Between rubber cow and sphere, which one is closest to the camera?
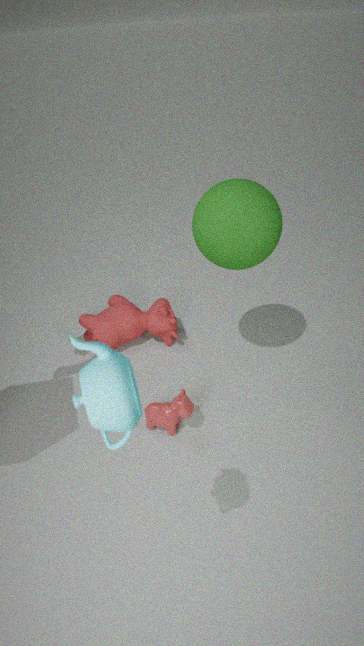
sphere
